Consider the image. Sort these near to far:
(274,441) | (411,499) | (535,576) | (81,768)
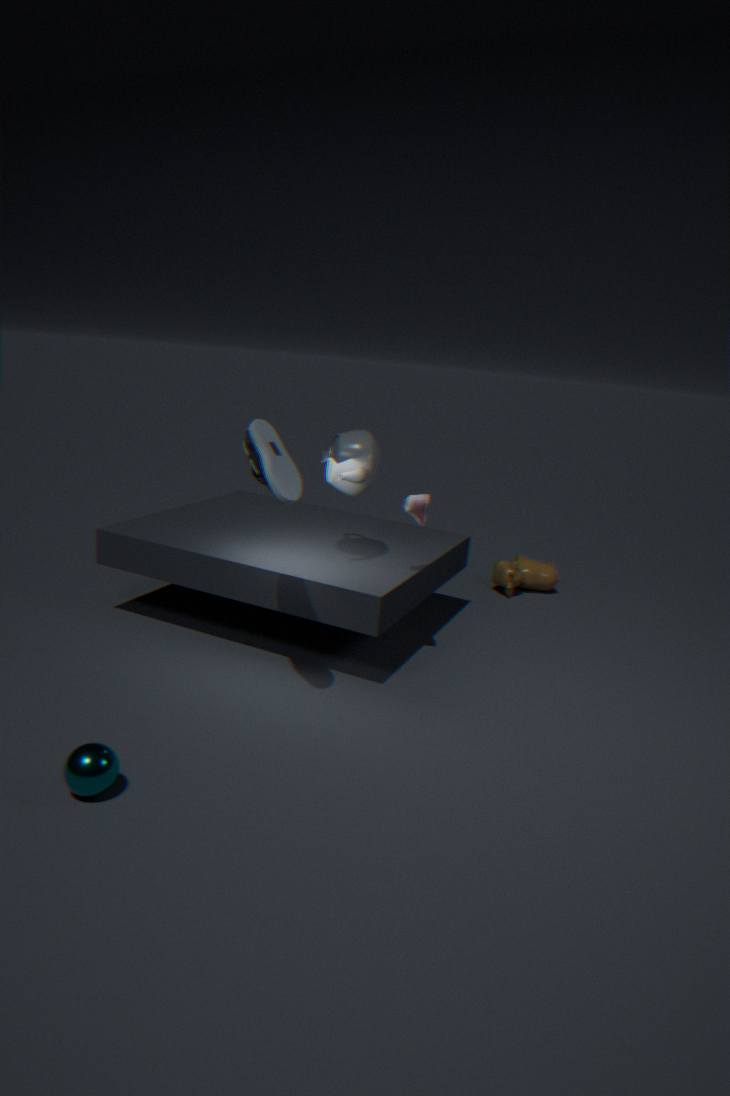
(81,768)
(274,441)
(411,499)
(535,576)
